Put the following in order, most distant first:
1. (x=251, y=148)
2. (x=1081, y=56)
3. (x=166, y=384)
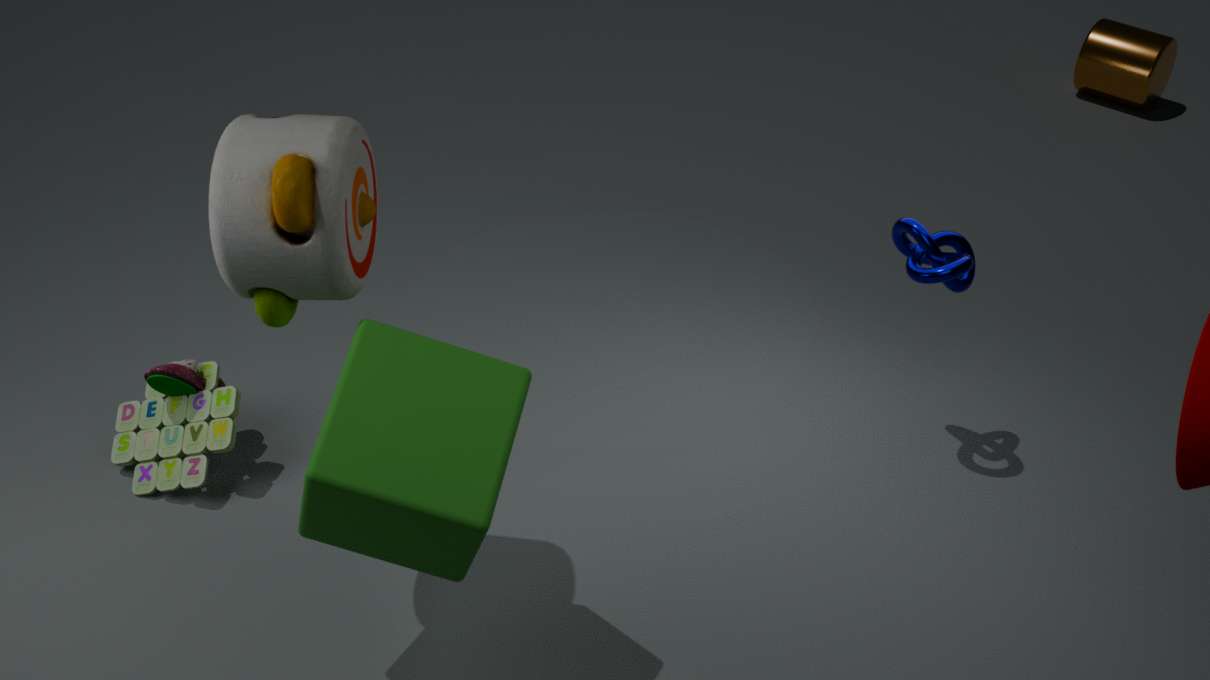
(x=1081, y=56)
(x=166, y=384)
(x=251, y=148)
